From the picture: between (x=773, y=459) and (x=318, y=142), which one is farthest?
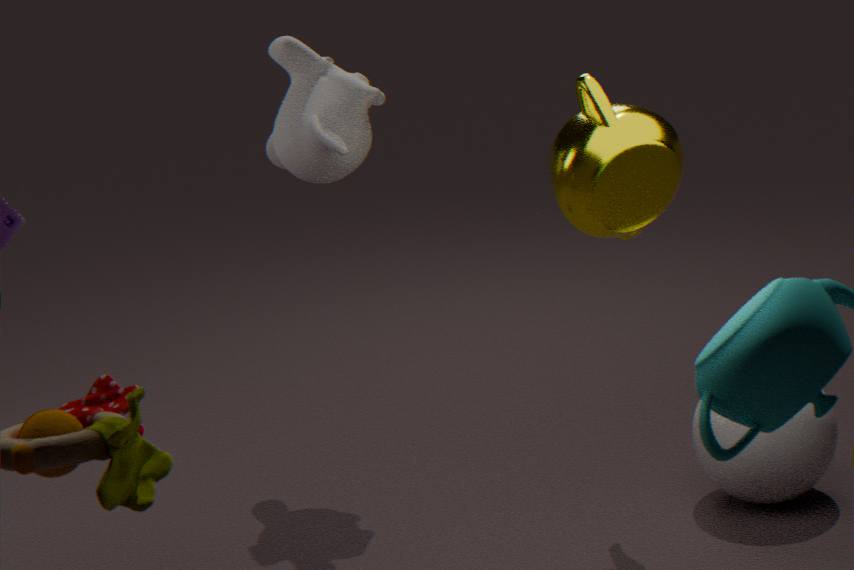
(x=318, y=142)
